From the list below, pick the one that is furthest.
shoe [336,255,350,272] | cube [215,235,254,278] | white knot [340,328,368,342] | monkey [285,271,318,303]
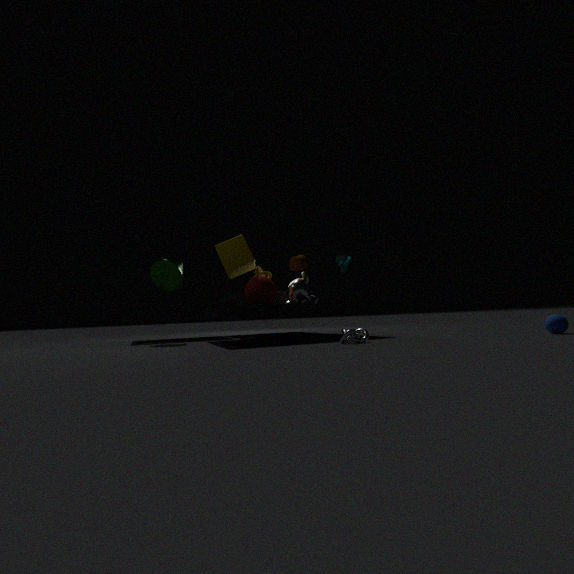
monkey [285,271,318,303]
